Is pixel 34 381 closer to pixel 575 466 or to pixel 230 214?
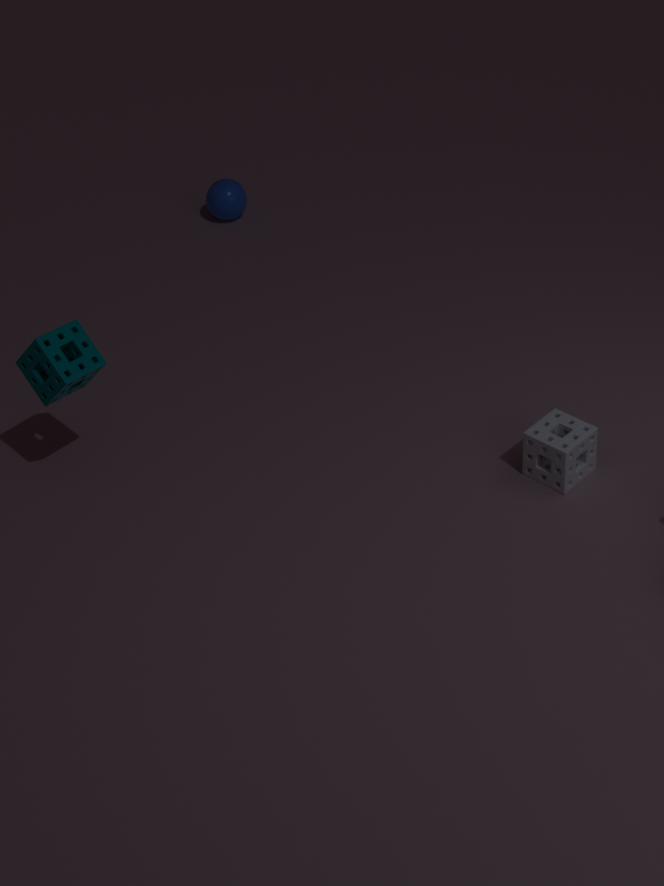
pixel 575 466
